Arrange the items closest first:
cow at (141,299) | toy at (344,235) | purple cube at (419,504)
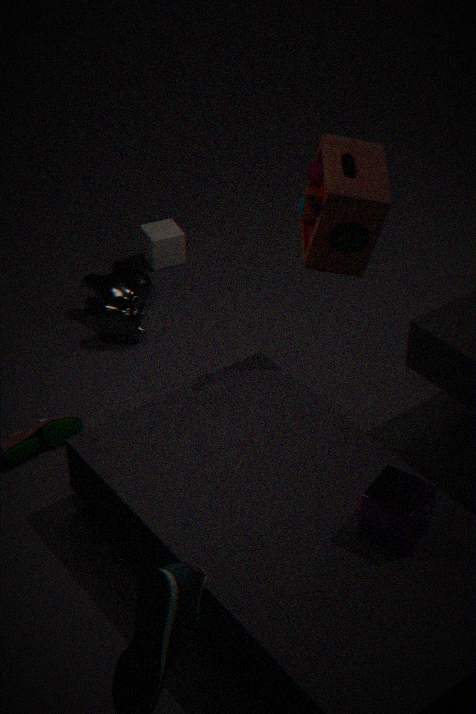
purple cube at (419,504), toy at (344,235), cow at (141,299)
